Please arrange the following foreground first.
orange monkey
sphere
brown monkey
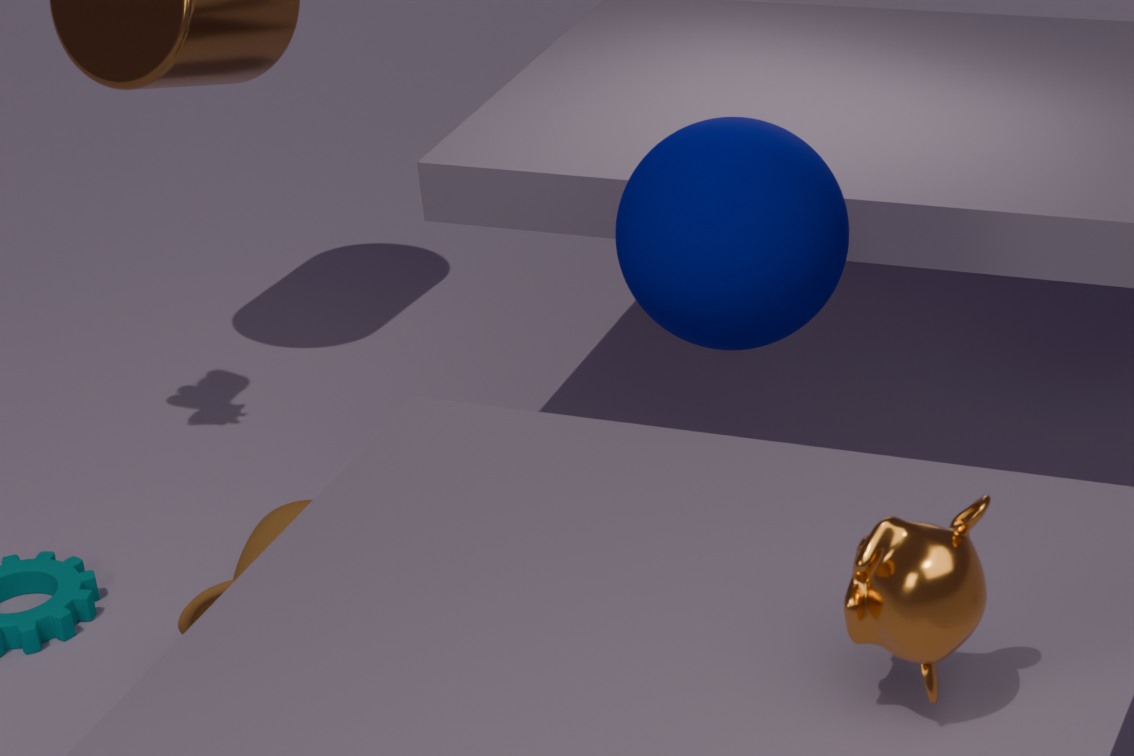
1. orange monkey
2. sphere
3. brown monkey
